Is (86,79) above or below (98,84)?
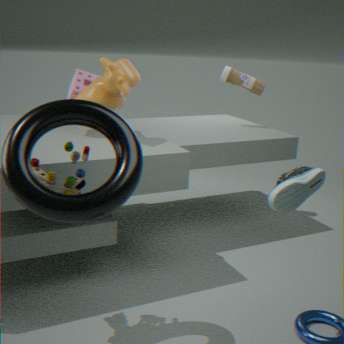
below
